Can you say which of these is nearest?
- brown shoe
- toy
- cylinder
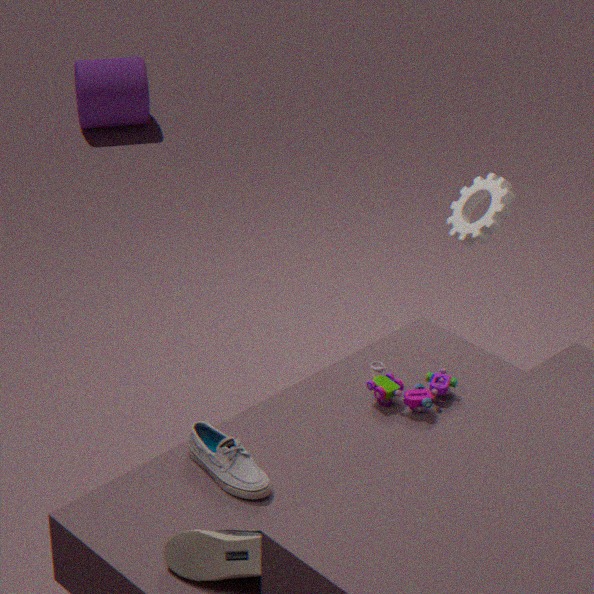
brown shoe
